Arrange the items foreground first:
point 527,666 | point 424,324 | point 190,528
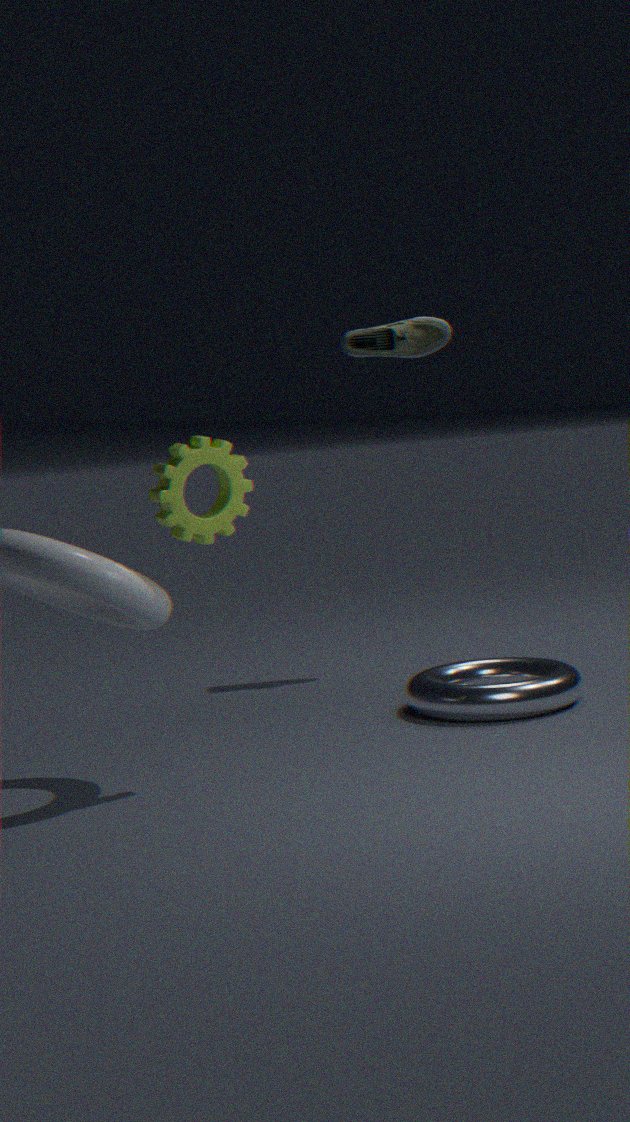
point 190,528
point 527,666
point 424,324
